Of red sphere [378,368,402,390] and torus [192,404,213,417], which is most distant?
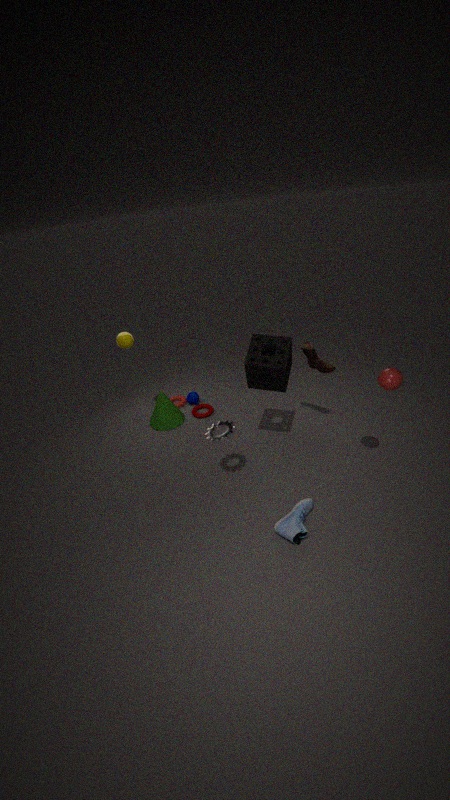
torus [192,404,213,417]
